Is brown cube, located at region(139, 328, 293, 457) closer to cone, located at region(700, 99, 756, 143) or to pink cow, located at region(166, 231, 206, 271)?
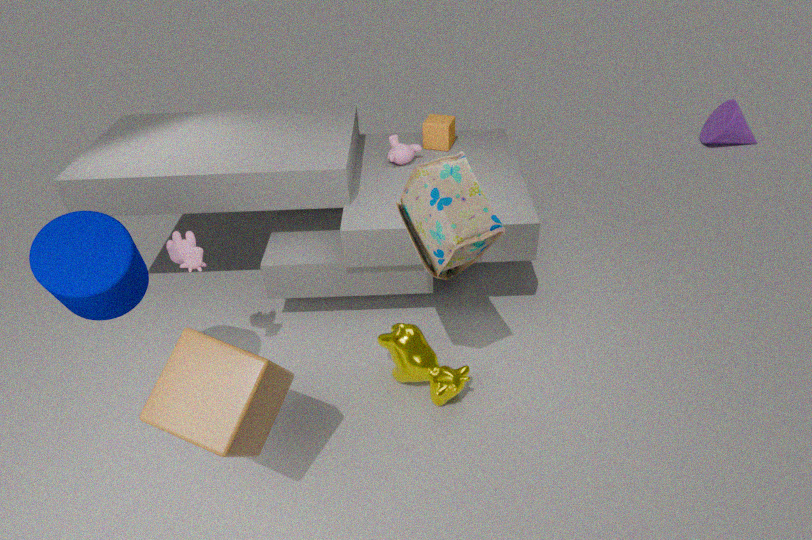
pink cow, located at region(166, 231, 206, 271)
